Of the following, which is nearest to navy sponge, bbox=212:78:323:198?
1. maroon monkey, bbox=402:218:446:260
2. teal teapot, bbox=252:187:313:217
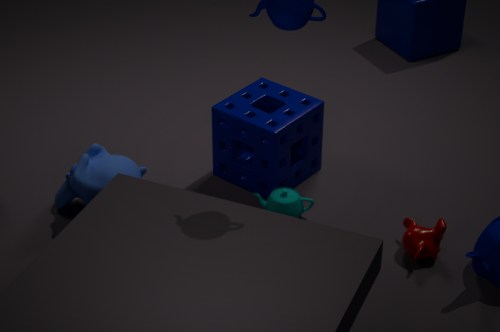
teal teapot, bbox=252:187:313:217
